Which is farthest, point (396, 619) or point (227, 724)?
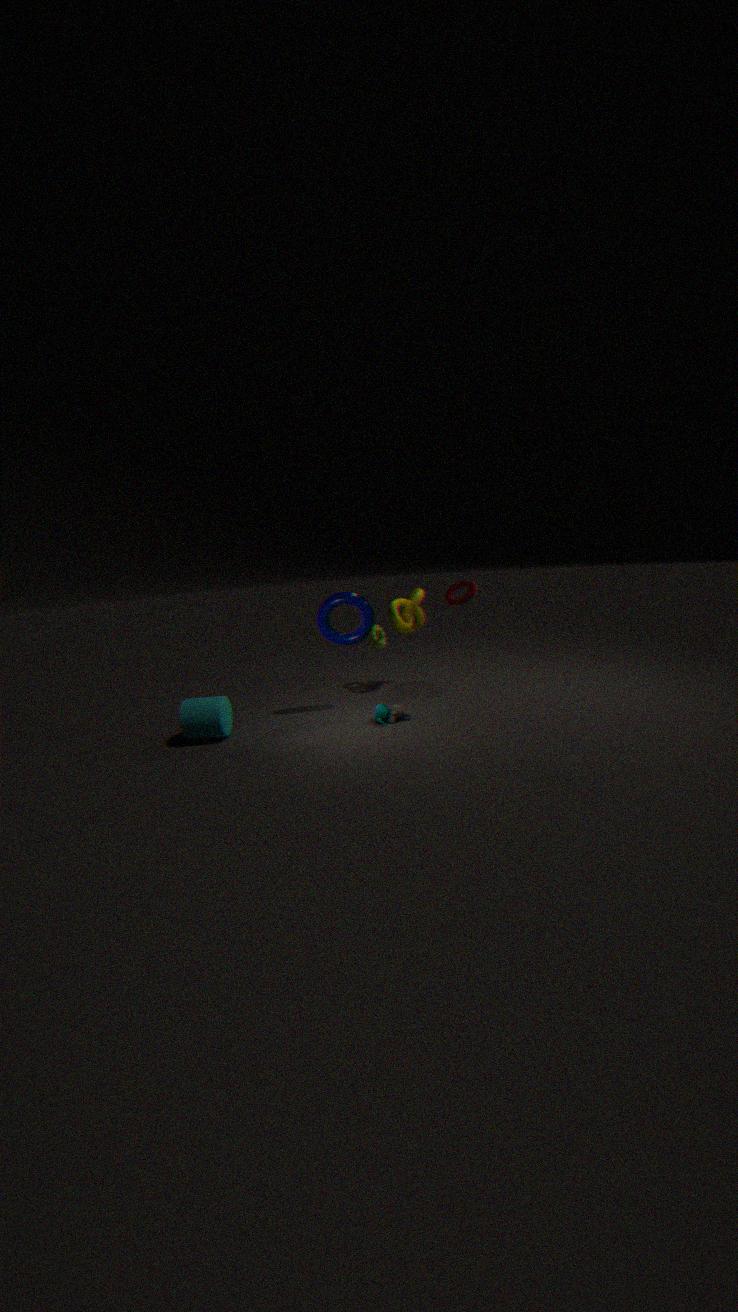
point (396, 619)
